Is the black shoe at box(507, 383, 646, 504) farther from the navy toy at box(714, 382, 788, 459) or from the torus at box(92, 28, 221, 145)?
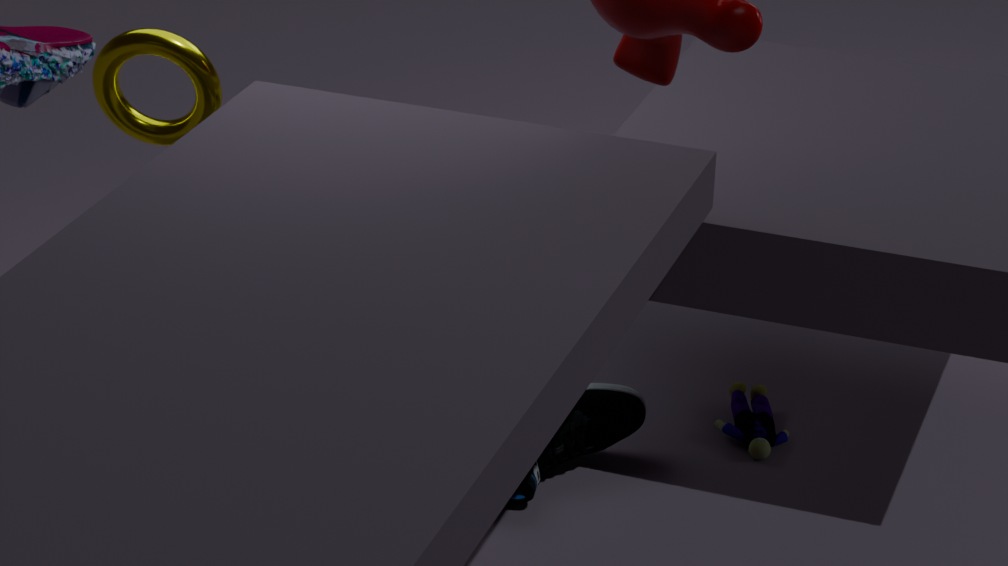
the torus at box(92, 28, 221, 145)
